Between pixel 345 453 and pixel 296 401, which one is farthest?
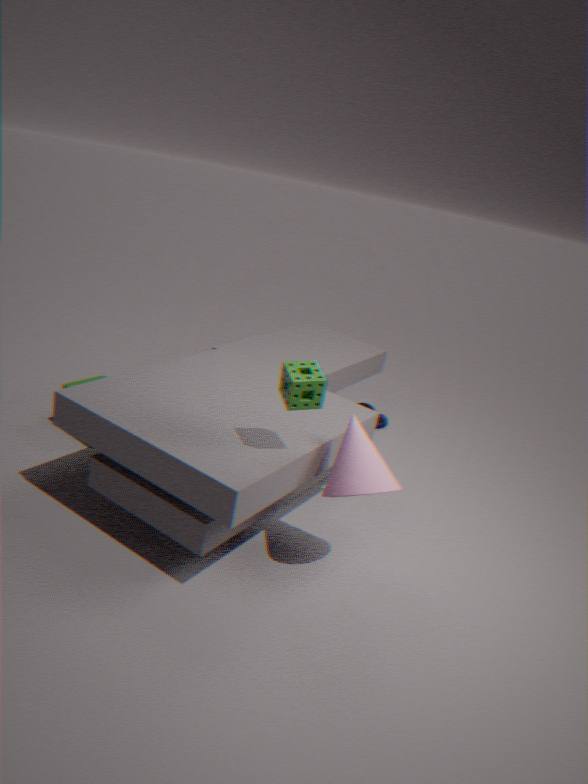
pixel 345 453
